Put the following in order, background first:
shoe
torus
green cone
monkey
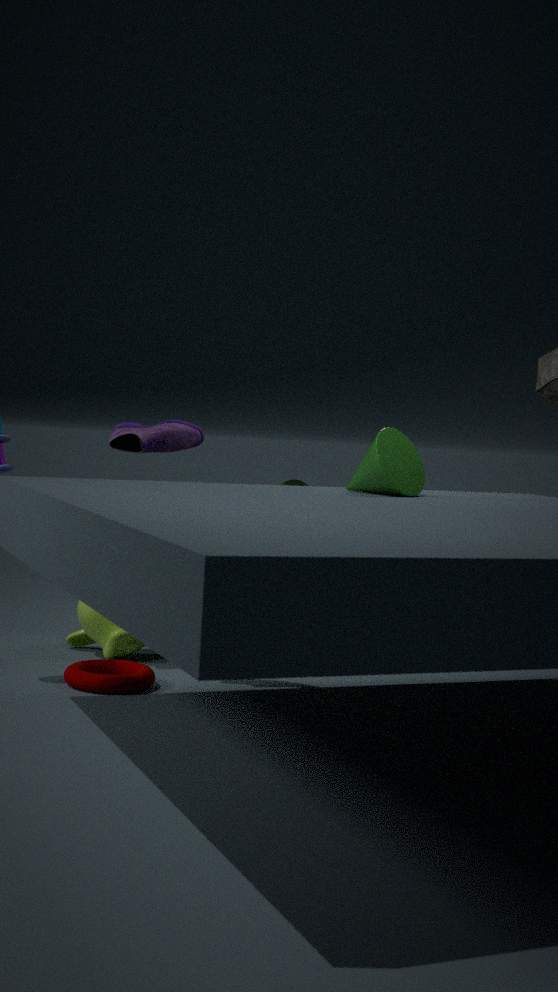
monkey, shoe, torus, green cone
